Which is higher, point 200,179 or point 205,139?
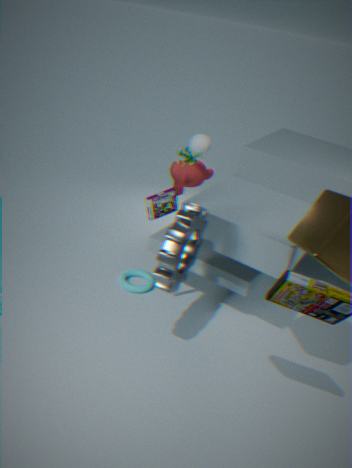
point 205,139
